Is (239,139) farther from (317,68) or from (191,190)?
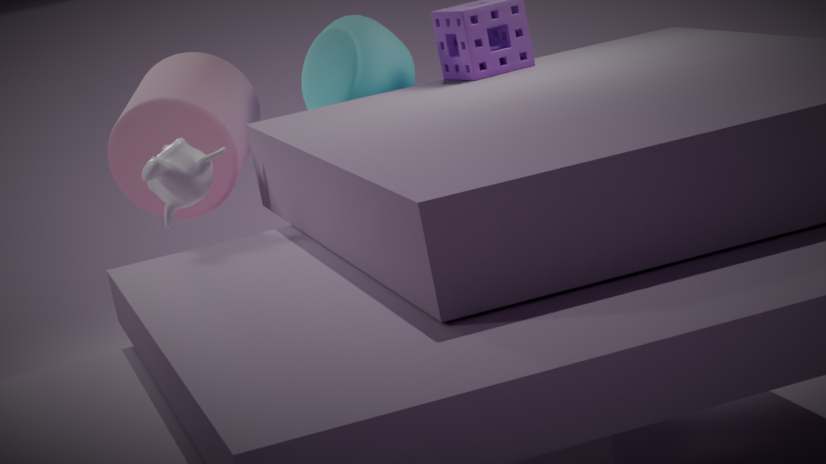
(191,190)
